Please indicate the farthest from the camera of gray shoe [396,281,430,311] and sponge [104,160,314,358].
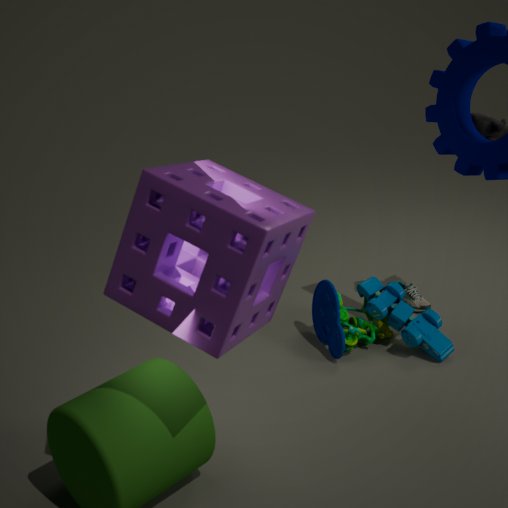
gray shoe [396,281,430,311]
